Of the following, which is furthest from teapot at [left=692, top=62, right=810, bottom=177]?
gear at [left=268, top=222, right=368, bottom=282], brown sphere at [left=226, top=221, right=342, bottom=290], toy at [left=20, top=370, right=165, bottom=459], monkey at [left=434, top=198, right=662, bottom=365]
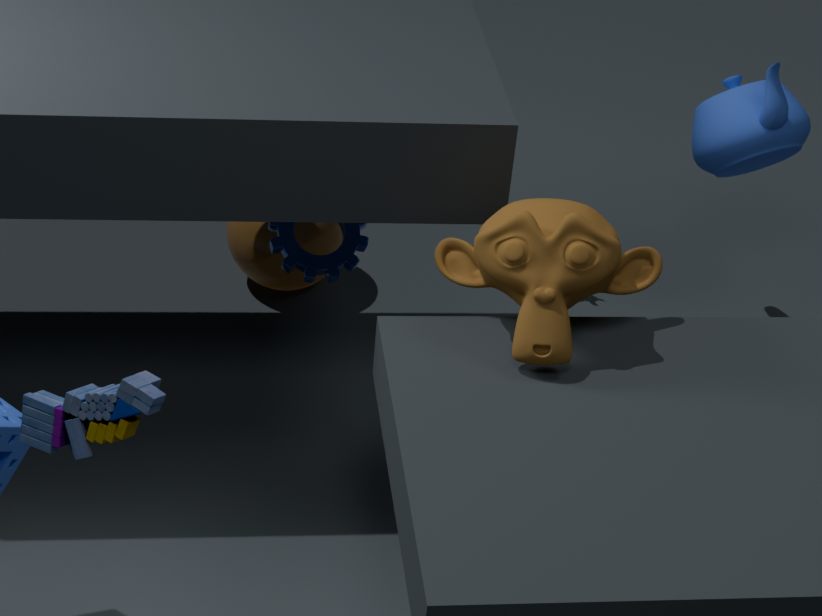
toy at [left=20, top=370, right=165, bottom=459]
